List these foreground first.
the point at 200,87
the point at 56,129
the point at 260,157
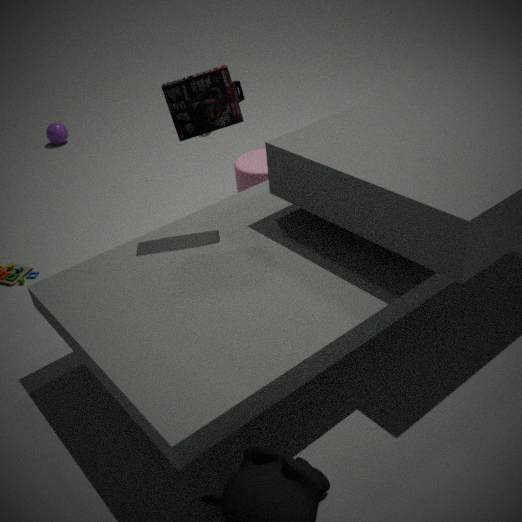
1. the point at 200,87
2. the point at 260,157
3. the point at 56,129
